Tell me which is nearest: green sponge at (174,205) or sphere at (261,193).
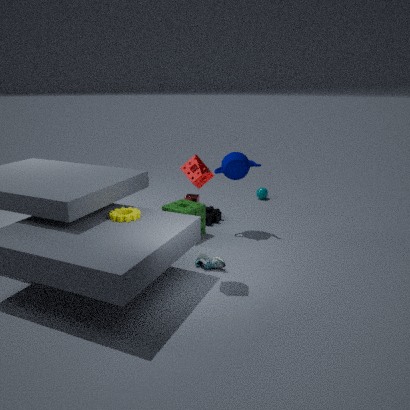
green sponge at (174,205)
